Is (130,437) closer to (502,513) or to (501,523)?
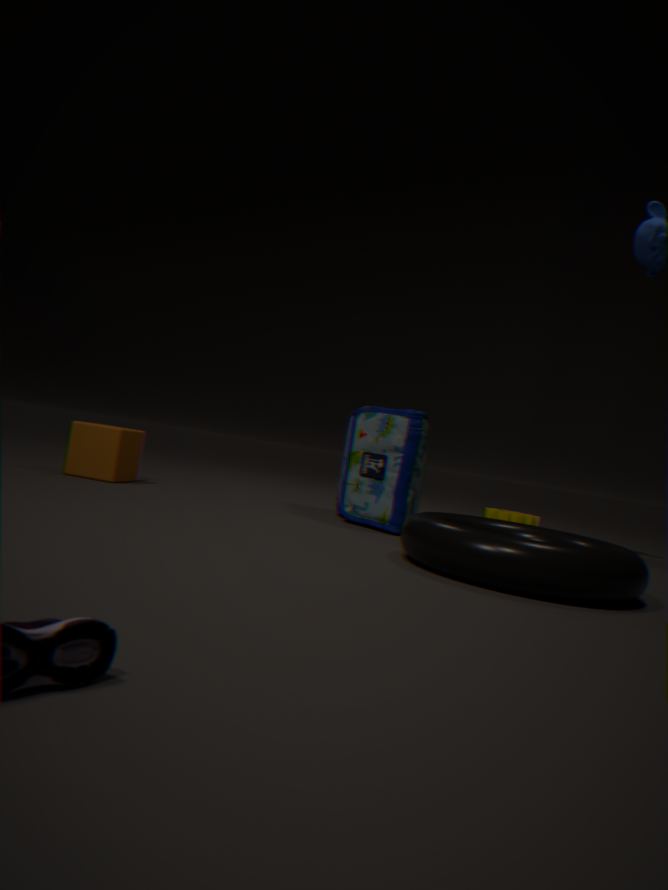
(501,523)
